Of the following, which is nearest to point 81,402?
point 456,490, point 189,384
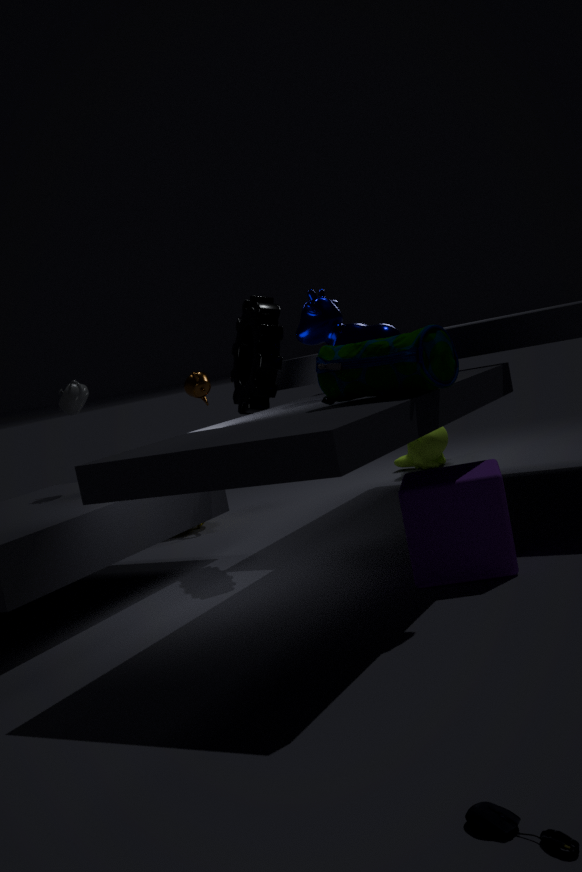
point 189,384
